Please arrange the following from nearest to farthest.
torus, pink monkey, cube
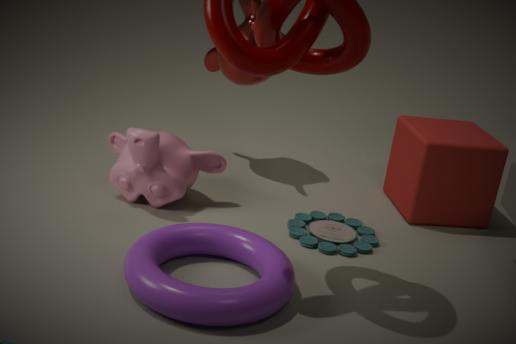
torus
pink monkey
cube
